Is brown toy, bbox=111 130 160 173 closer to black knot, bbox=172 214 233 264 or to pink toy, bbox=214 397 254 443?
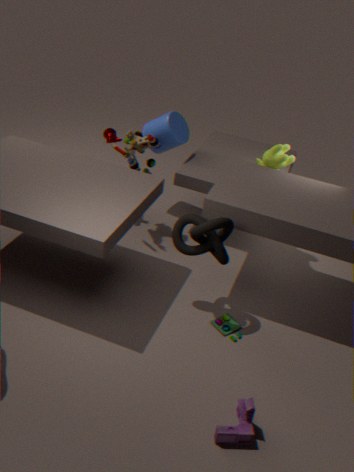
black knot, bbox=172 214 233 264
